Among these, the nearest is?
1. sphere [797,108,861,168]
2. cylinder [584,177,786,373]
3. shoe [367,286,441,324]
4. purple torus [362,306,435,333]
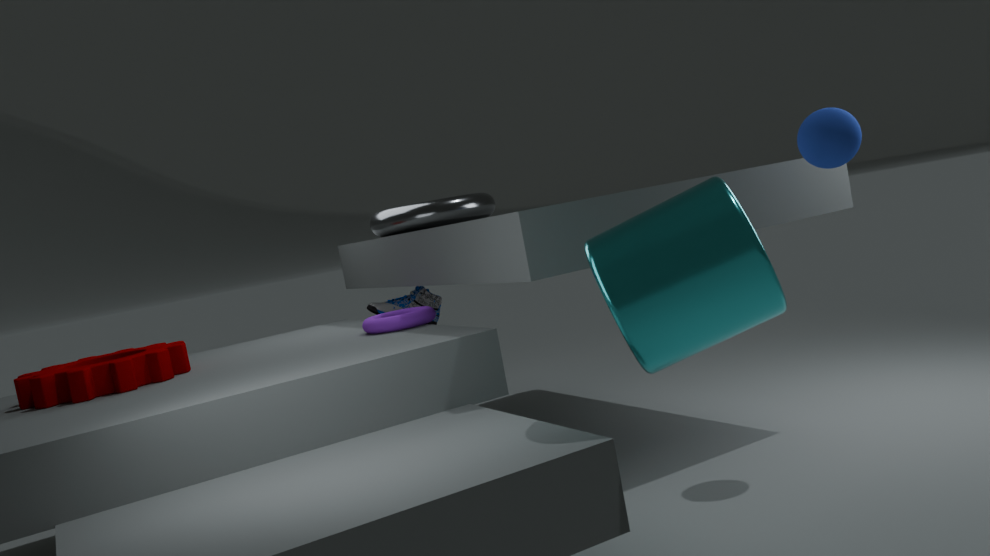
cylinder [584,177,786,373]
